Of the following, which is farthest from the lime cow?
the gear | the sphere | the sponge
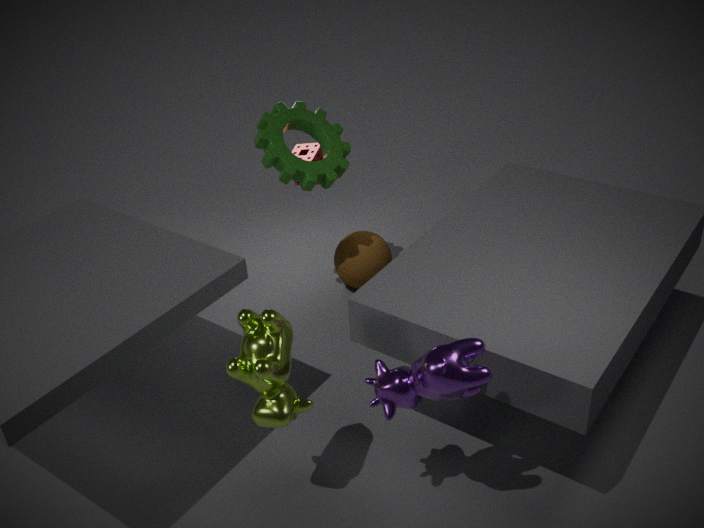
the sponge
